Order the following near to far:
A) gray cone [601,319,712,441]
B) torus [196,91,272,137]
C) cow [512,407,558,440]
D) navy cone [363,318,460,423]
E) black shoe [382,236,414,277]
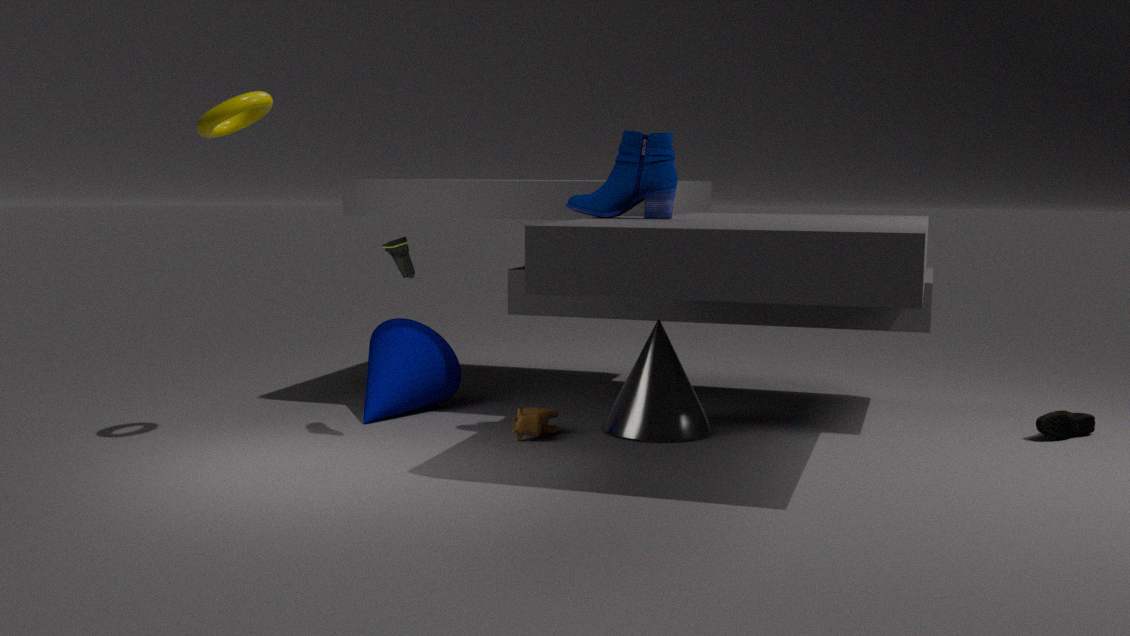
torus [196,91,272,137]
black shoe [382,236,414,277]
cow [512,407,558,440]
gray cone [601,319,712,441]
navy cone [363,318,460,423]
